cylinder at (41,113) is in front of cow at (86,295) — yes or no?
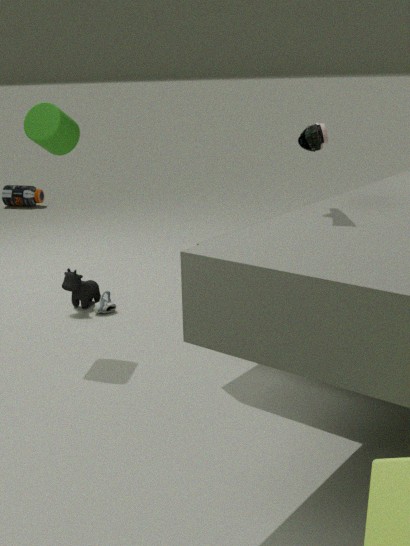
Yes
